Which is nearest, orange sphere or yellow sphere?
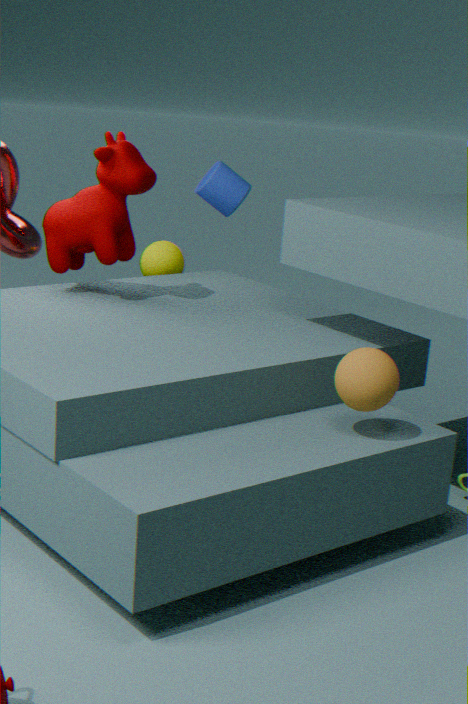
orange sphere
